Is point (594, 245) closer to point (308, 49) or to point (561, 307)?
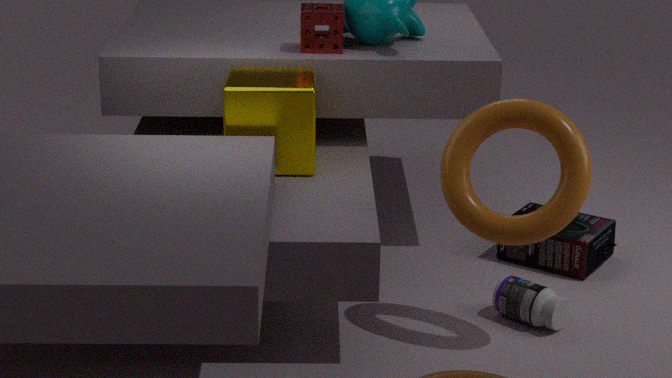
point (561, 307)
